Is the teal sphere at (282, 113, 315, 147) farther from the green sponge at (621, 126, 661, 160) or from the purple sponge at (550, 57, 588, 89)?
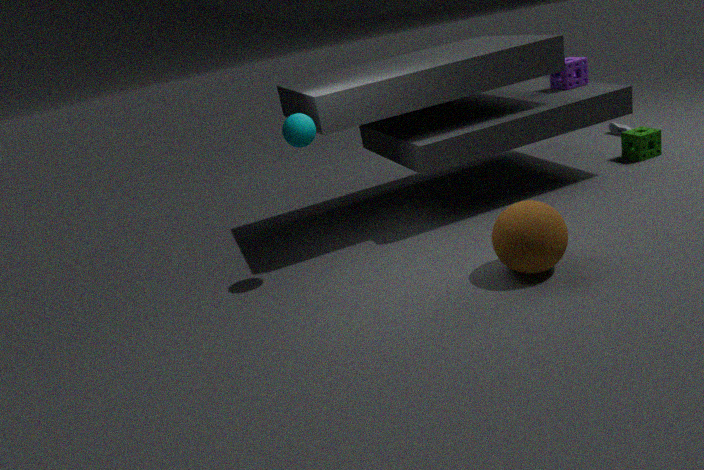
the green sponge at (621, 126, 661, 160)
